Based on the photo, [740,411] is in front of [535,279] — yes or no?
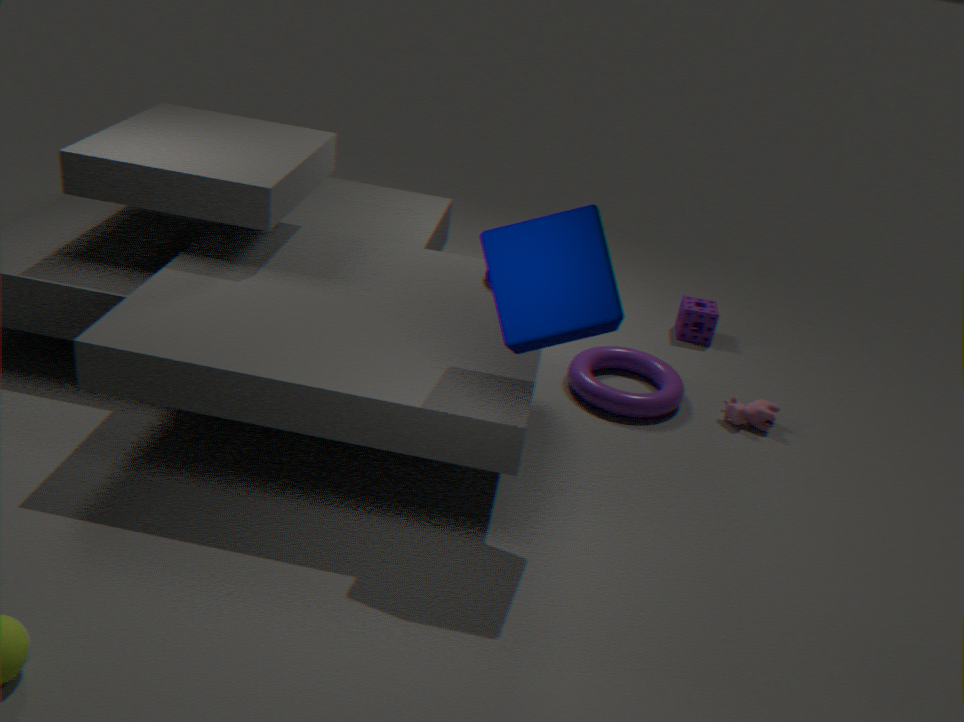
No
